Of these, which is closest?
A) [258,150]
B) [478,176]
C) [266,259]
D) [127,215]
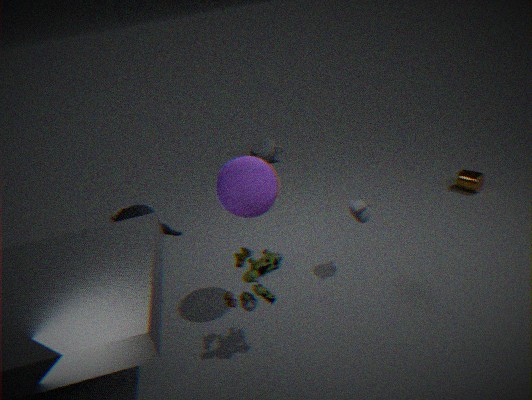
C. [266,259]
